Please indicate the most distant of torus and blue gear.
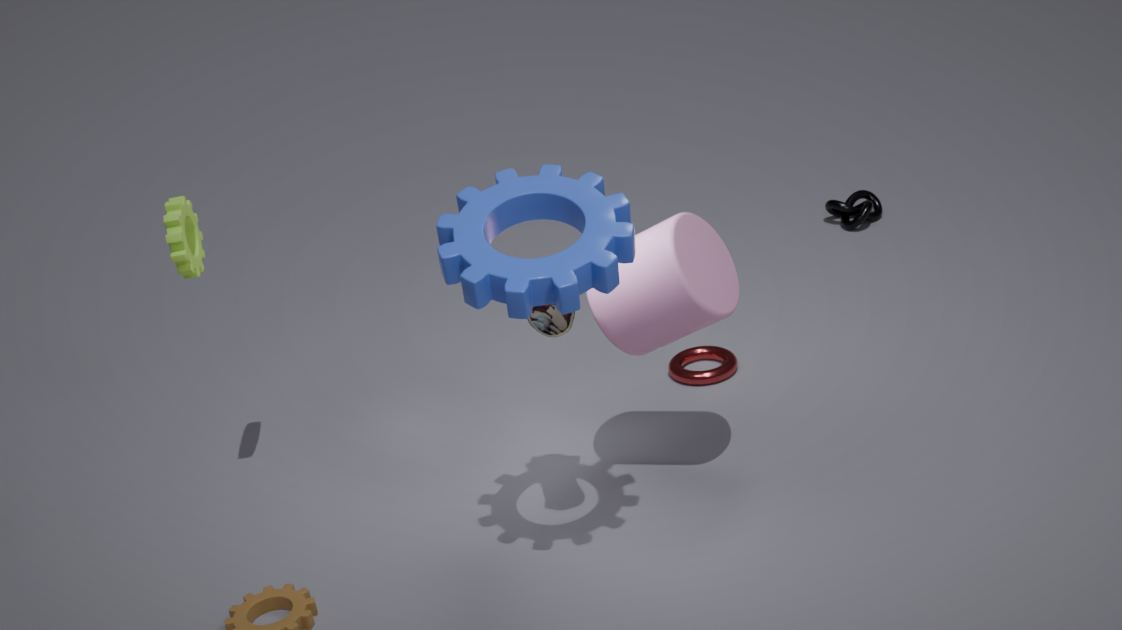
torus
